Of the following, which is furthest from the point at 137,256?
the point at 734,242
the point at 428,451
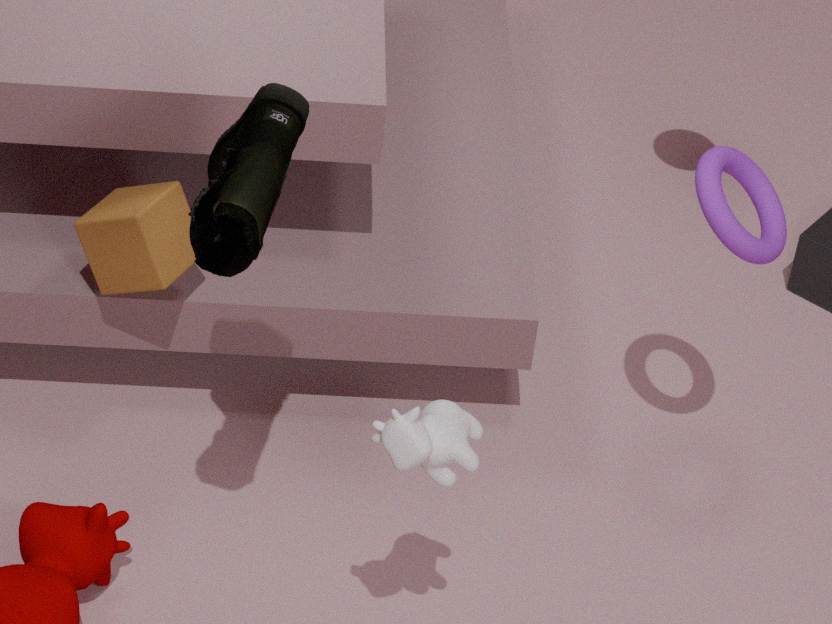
the point at 734,242
